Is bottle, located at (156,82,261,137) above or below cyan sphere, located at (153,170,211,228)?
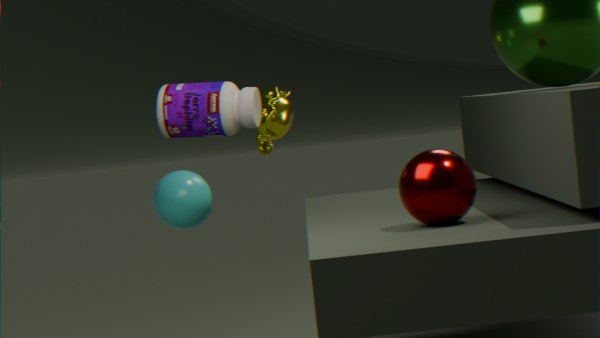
above
